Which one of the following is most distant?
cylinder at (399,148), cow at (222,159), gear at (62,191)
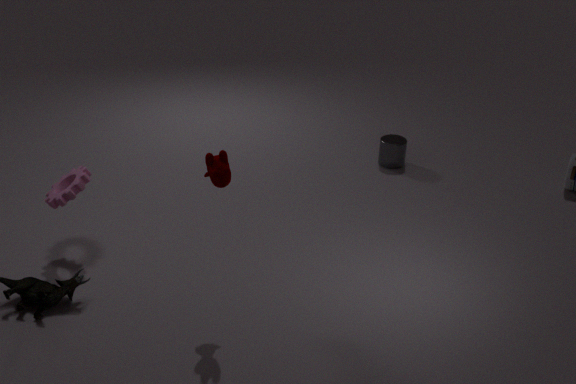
cylinder at (399,148)
